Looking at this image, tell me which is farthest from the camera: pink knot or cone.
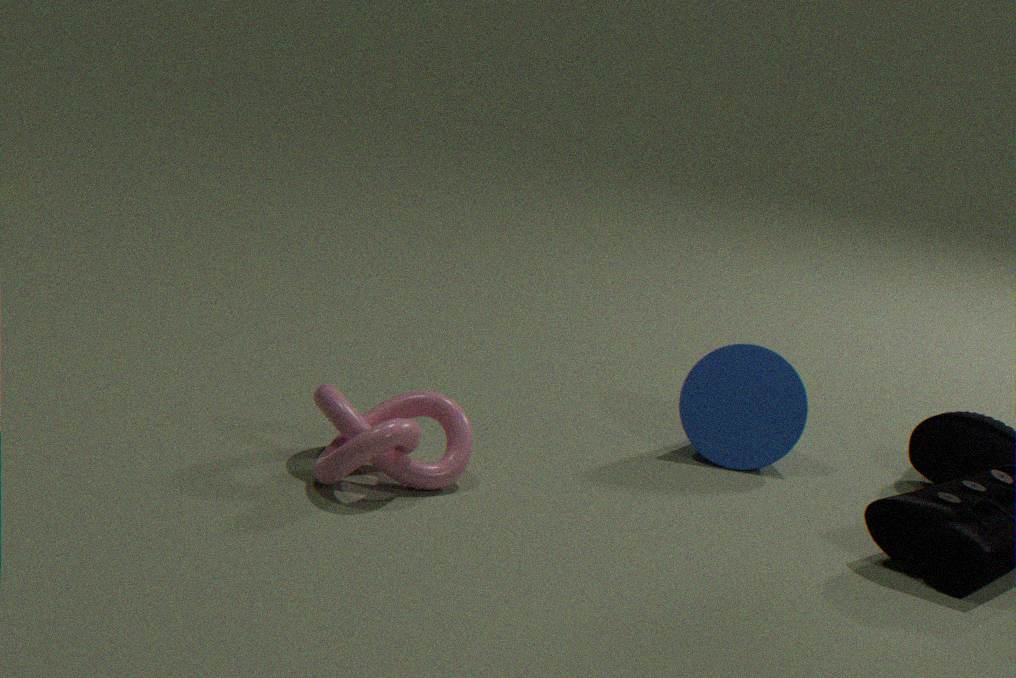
cone
